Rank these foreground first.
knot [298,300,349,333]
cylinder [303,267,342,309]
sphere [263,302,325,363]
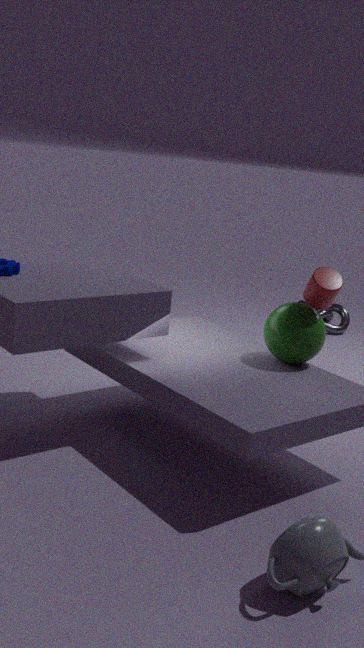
1. cylinder [303,267,342,309]
2. sphere [263,302,325,363]
3. knot [298,300,349,333]
